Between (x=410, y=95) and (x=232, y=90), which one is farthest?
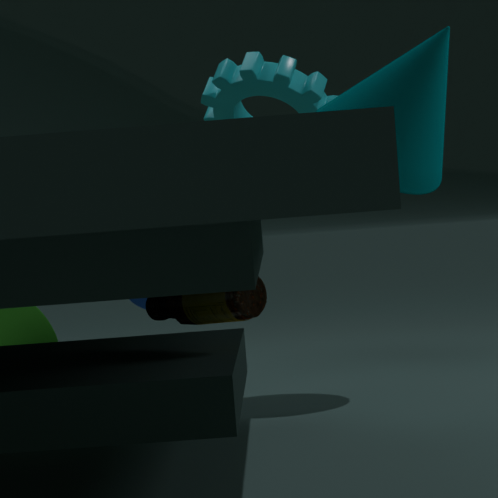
(x=232, y=90)
